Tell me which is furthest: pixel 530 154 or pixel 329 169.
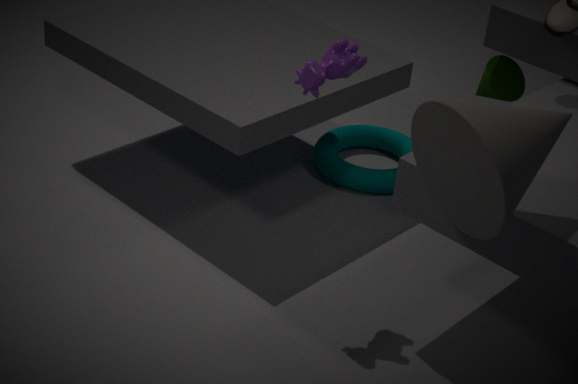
pixel 329 169
